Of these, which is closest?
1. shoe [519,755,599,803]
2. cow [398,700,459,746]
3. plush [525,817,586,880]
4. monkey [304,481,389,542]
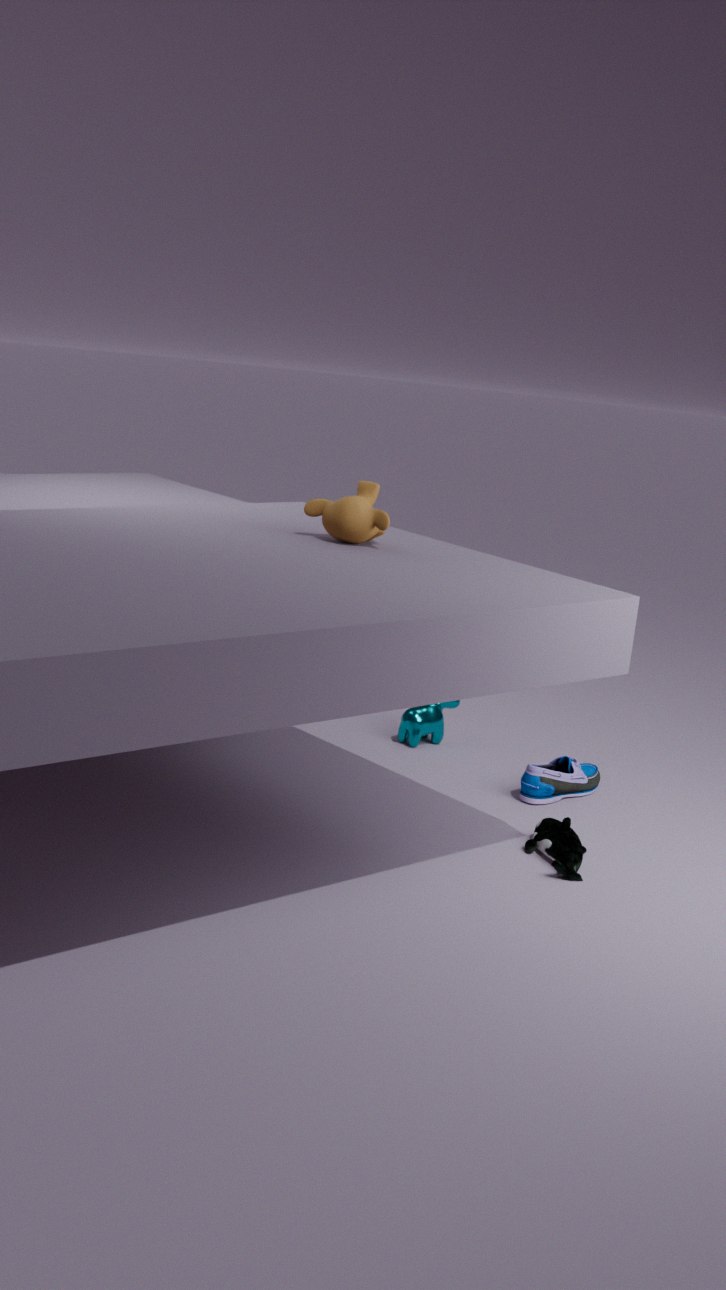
plush [525,817,586,880]
